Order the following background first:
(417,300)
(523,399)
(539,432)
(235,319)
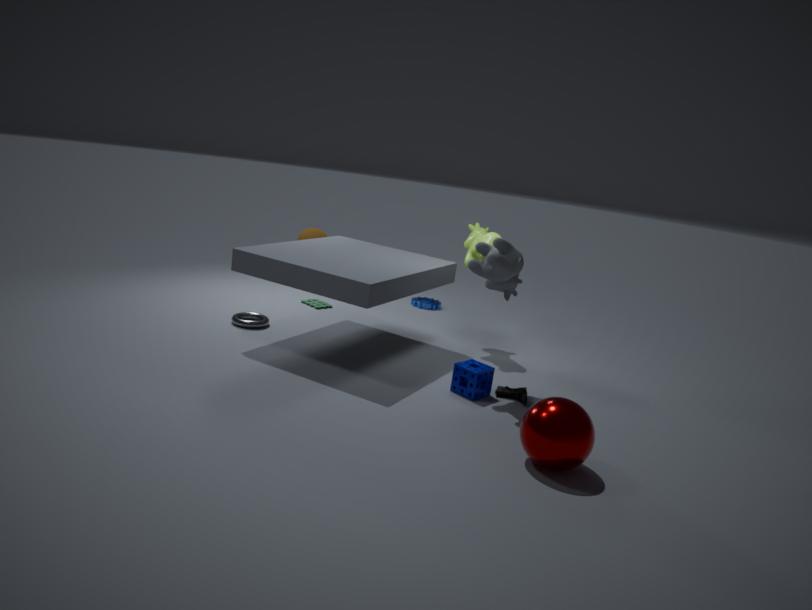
(417,300) → (235,319) → (523,399) → (539,432)
